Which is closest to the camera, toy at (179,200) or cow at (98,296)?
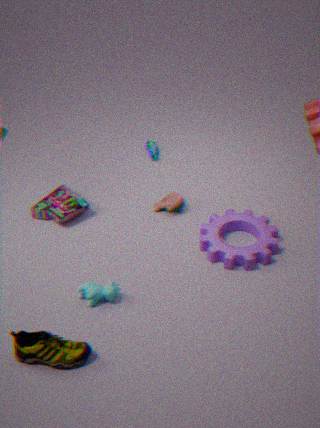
cow at (98,296)
